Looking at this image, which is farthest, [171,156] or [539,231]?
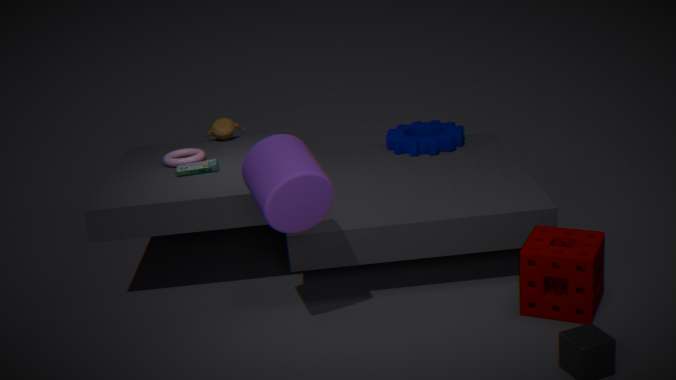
[171,156]
